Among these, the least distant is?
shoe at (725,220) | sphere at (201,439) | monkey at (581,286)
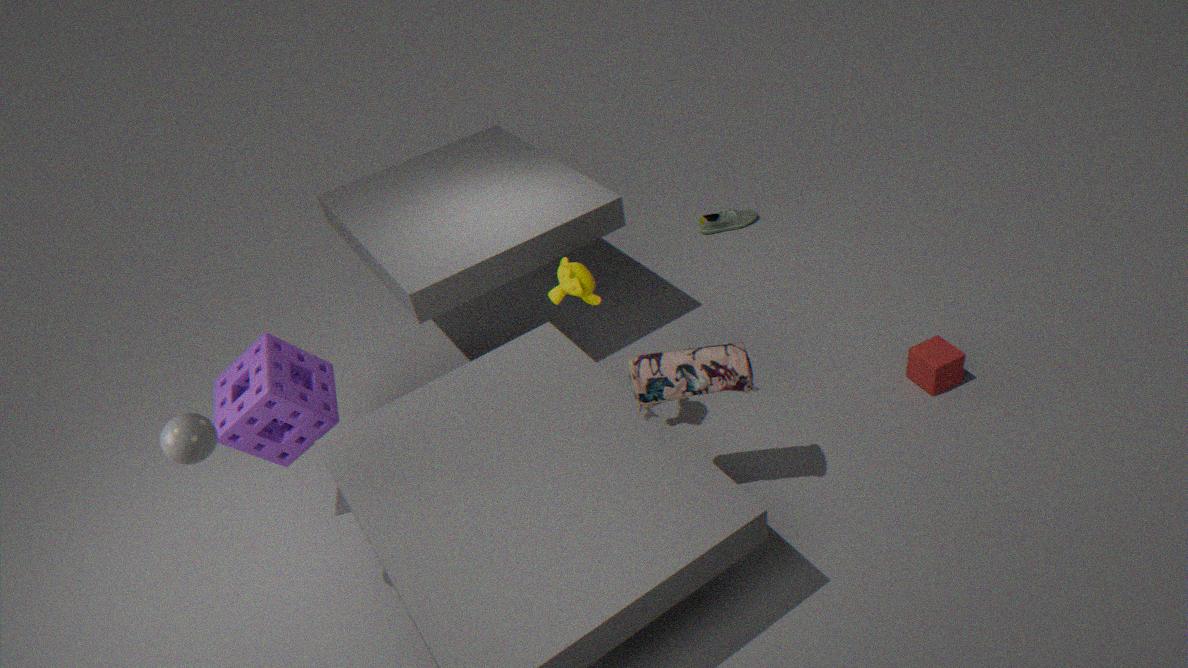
sphere at (201,439)
